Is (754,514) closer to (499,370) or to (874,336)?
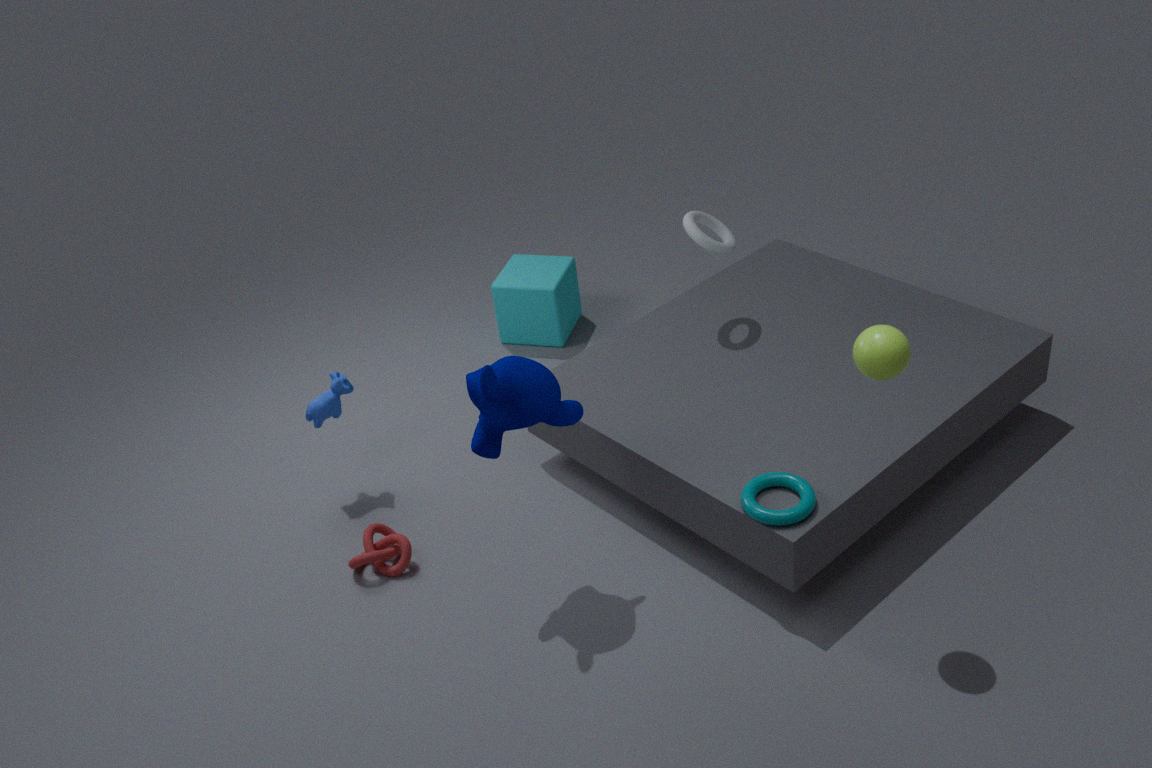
(874,336)
